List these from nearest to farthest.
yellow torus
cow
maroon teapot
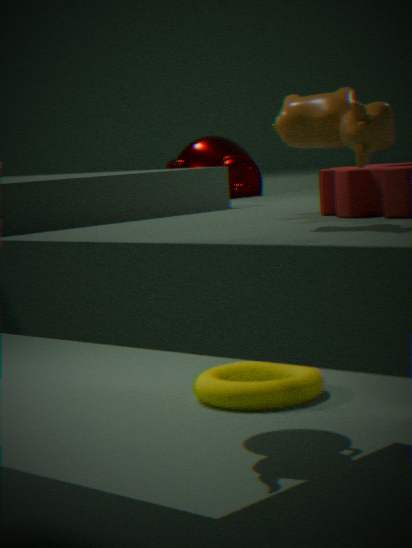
cow < maroon teapot < yellow torus
